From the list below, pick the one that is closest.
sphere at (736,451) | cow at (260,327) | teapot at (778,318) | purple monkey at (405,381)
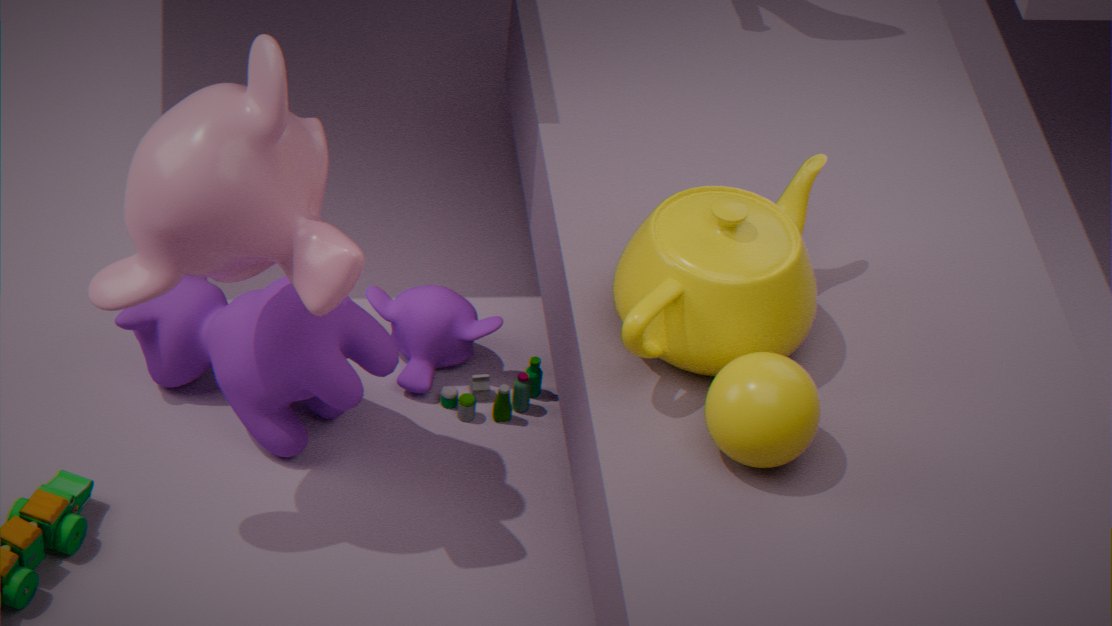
sphere at (736,451)
